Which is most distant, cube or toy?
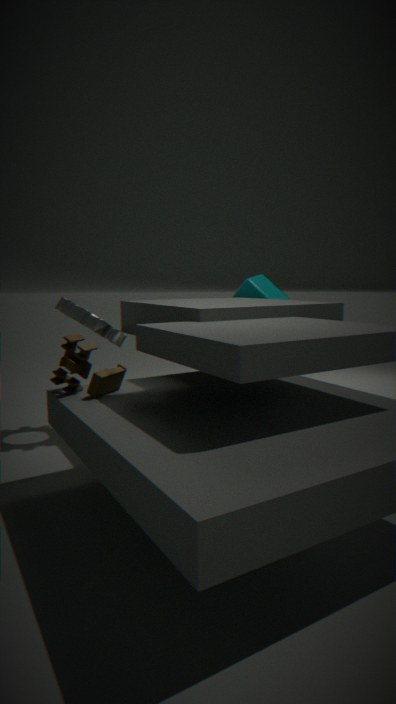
cube
